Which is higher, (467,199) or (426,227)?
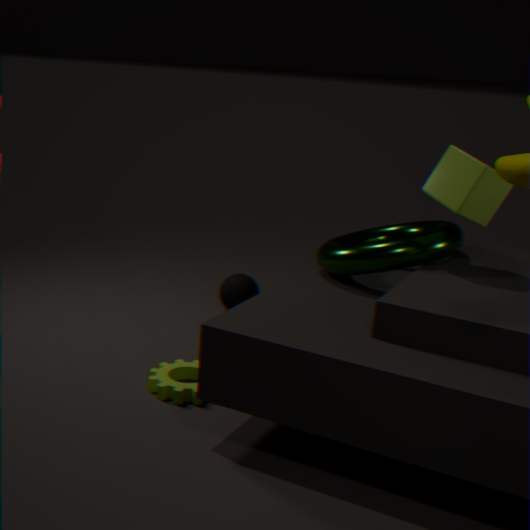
(467,199)
